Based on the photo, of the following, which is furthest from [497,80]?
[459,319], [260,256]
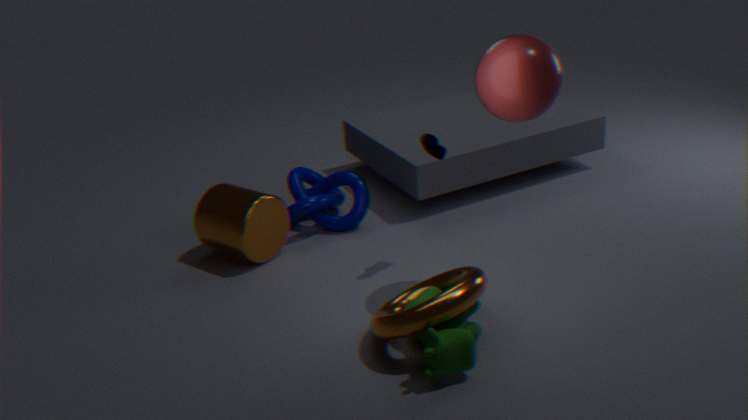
[260,256]
